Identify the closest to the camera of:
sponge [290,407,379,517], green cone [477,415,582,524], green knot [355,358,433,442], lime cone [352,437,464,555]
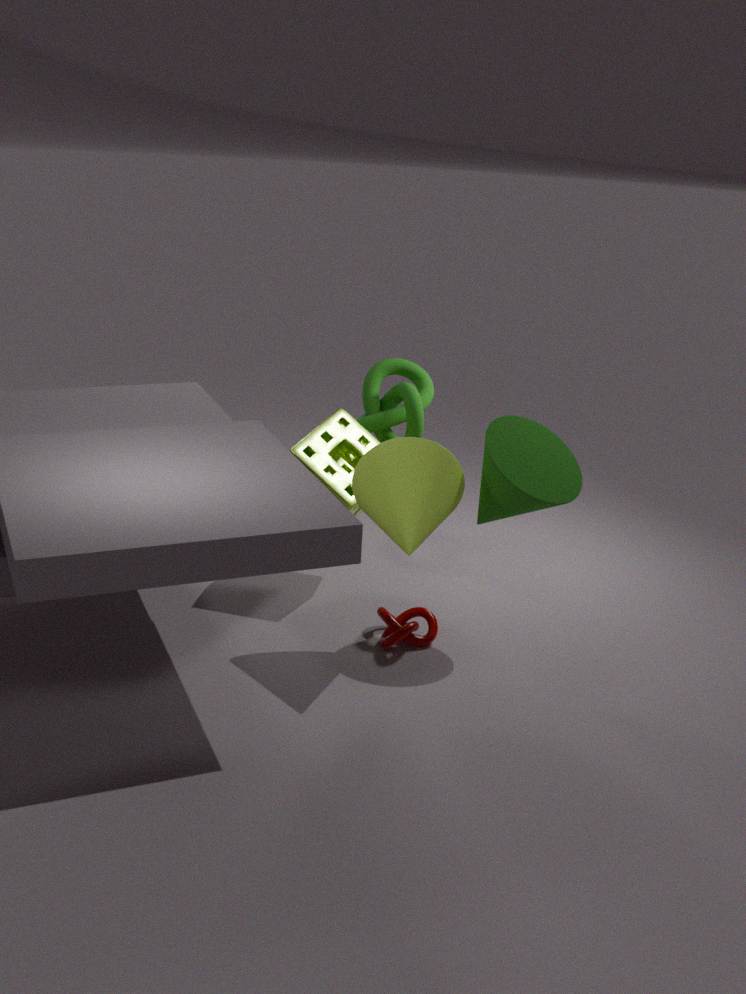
lime cone [352,437,464,555]
